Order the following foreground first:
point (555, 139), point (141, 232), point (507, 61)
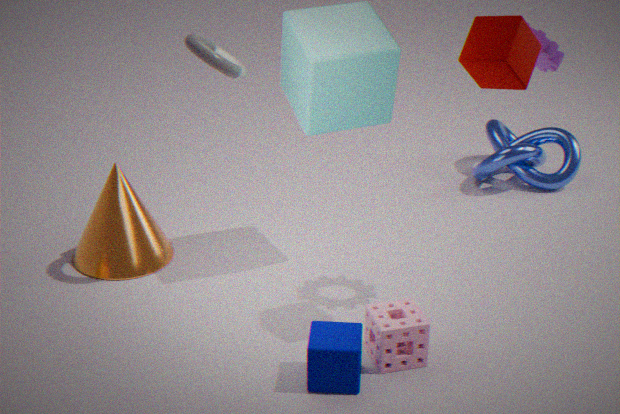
point (507, 61) < point (141, 232) < point (555, 139)
